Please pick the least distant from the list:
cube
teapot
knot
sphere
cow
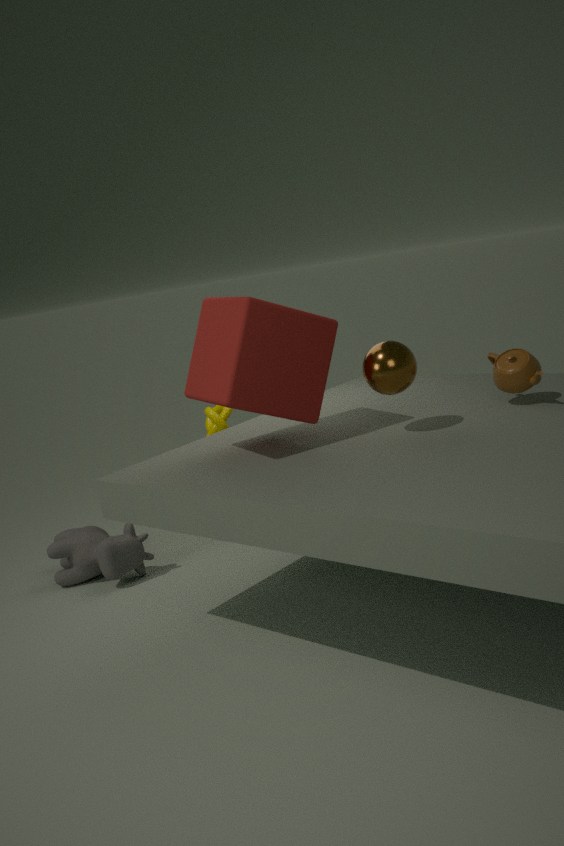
cube
